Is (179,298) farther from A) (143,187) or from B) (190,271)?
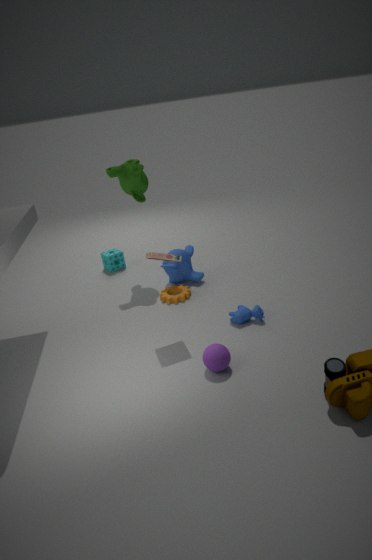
A) (143,187)
